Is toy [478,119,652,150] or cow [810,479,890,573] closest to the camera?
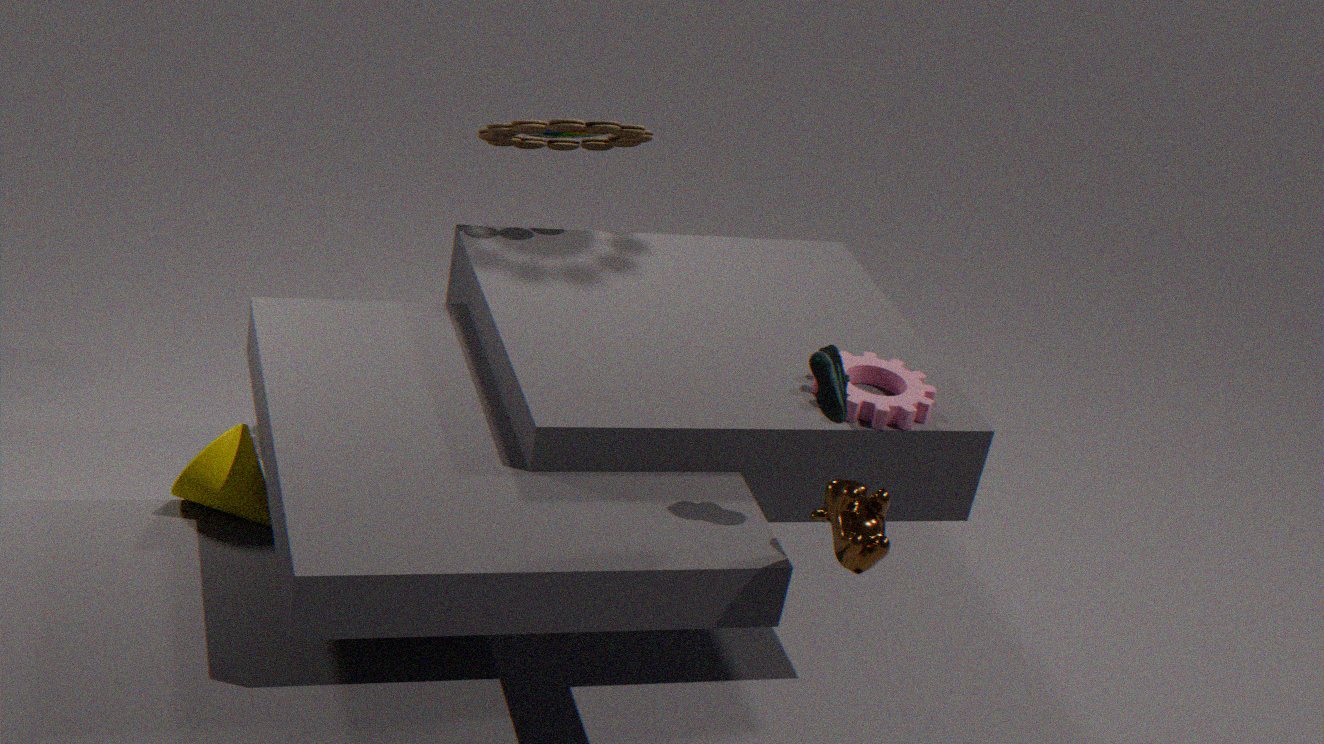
cow [810,479,890,573]
